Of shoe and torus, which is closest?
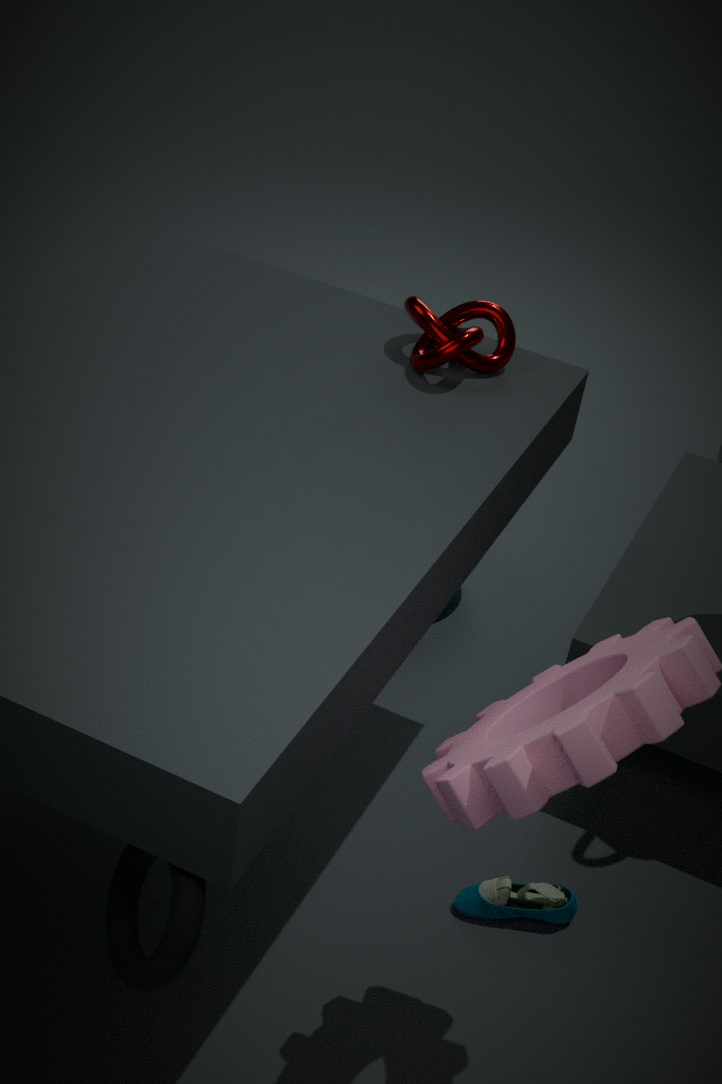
torus
